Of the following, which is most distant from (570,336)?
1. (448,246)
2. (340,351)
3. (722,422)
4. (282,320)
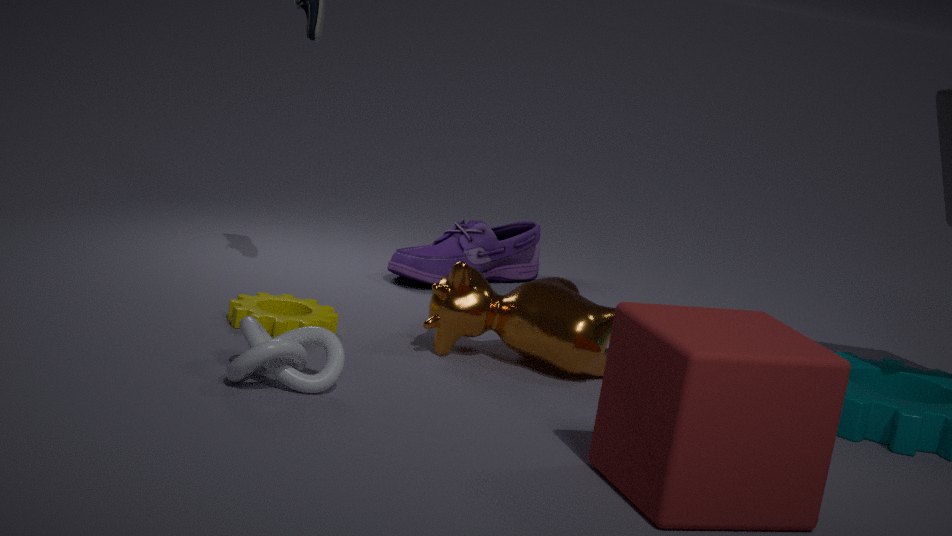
(722,422)
